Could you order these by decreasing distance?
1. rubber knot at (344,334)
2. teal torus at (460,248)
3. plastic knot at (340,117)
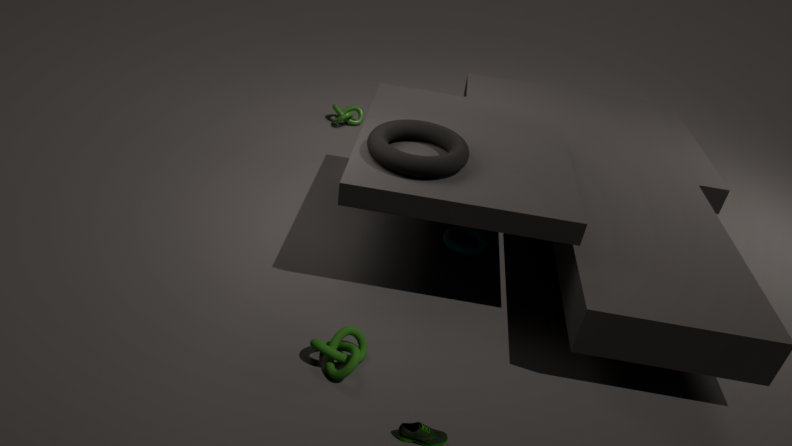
plastic knot at (340,117) < teal torus at (460,248) < rubber knot at (344,334)
